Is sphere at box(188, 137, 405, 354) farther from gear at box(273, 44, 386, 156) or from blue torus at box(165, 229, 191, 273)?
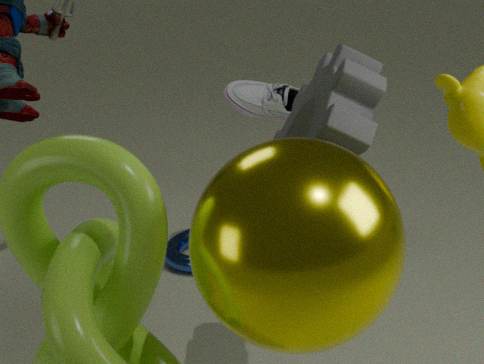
blue torus at box(165, 229, 191, 273)
